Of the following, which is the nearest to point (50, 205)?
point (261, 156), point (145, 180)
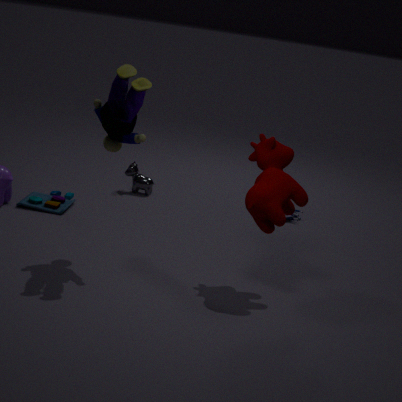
point (145, 180)
